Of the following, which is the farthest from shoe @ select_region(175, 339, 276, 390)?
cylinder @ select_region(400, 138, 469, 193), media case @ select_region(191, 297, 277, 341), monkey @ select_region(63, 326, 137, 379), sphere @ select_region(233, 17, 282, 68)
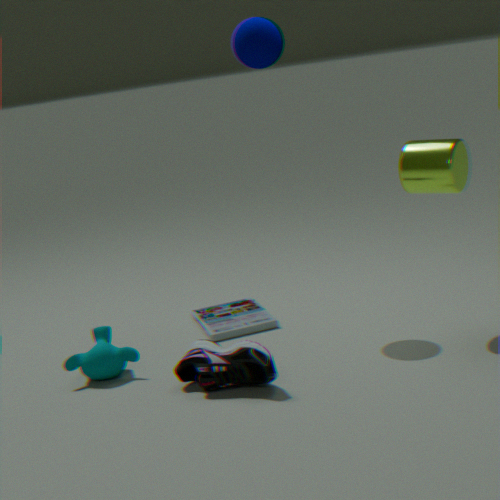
sphere @ select_region(233, 17, 282, 68)
